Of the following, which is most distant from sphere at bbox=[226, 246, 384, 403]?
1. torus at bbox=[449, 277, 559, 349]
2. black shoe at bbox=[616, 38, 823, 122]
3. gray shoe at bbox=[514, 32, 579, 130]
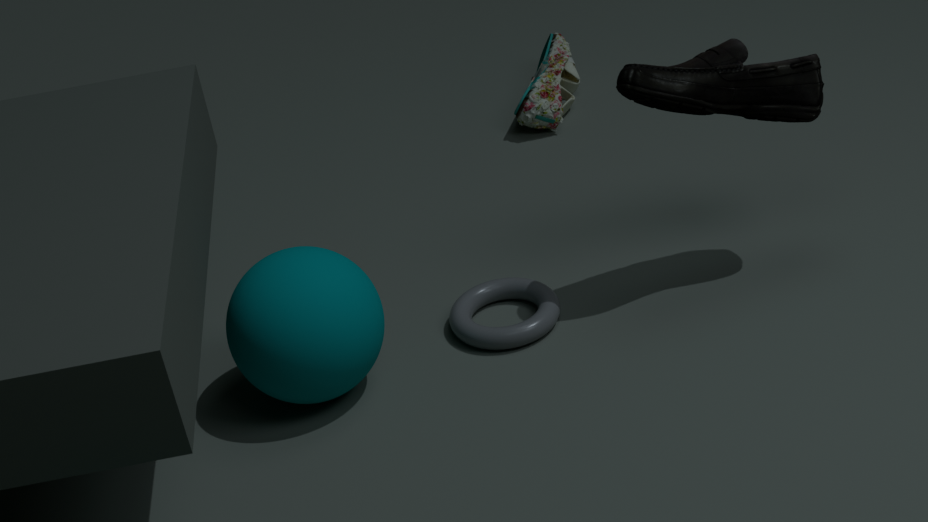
gray shoe at bbox=[514, 32, 579, 130]
